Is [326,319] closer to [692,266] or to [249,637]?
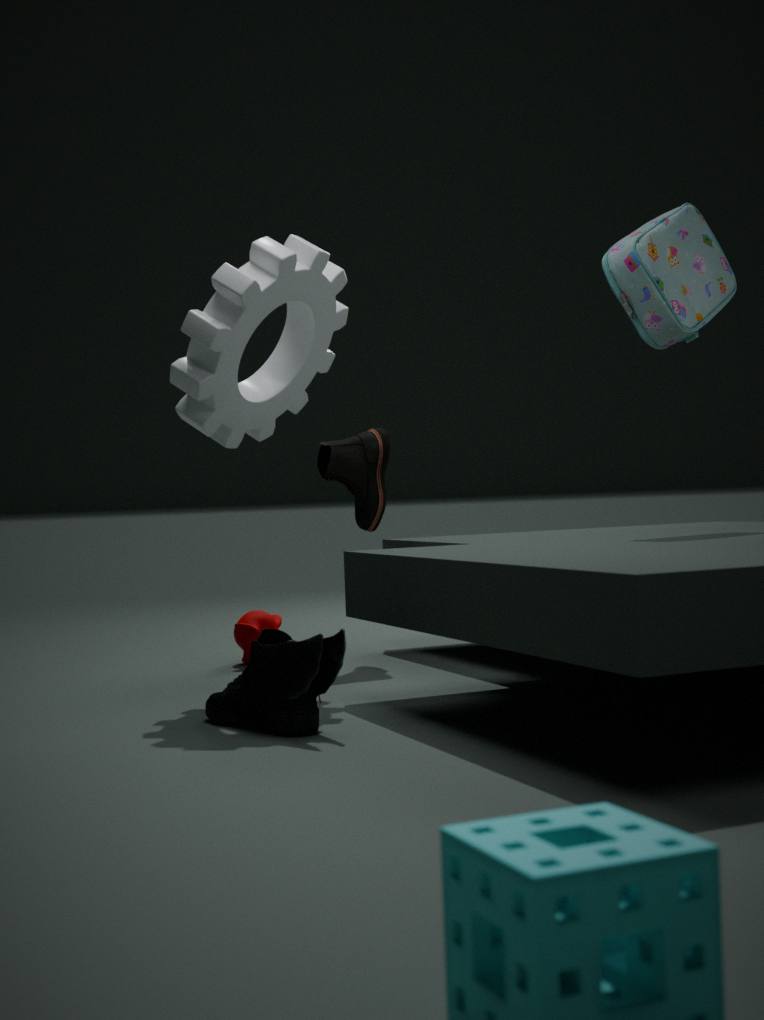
[249,637]
